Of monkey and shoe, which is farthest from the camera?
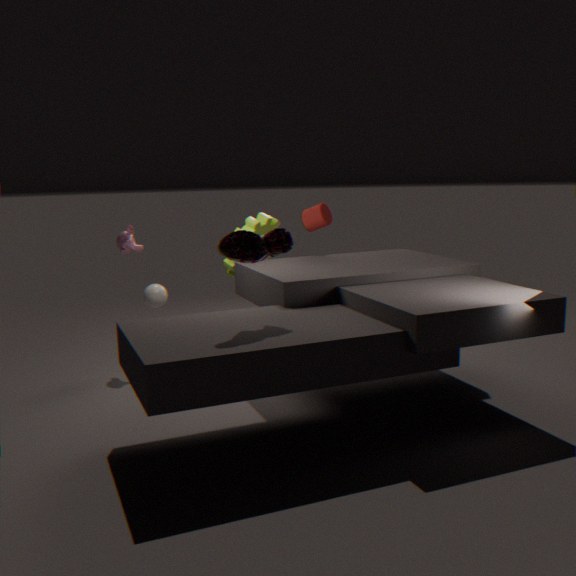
monkey
